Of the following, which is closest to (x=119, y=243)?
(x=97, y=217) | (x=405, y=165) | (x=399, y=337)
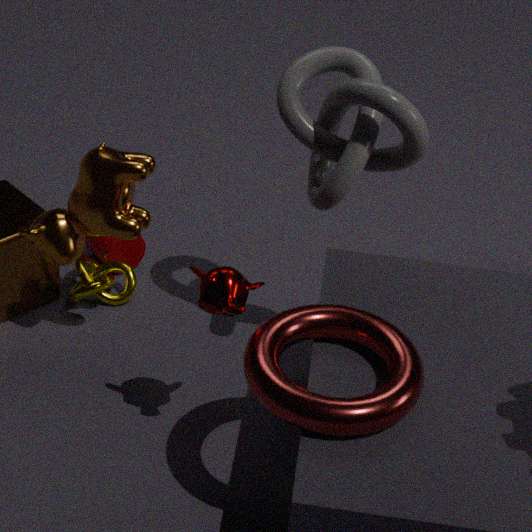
(x=97, y=217)
